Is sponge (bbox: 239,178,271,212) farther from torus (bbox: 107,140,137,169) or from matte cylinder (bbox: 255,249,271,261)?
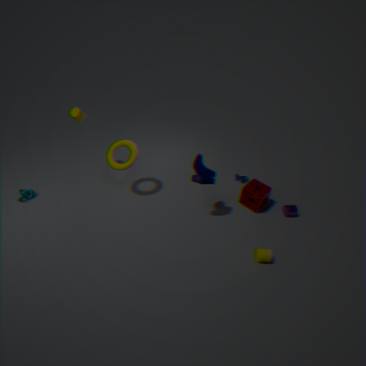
torus (bbox: 107,140,137,169)
